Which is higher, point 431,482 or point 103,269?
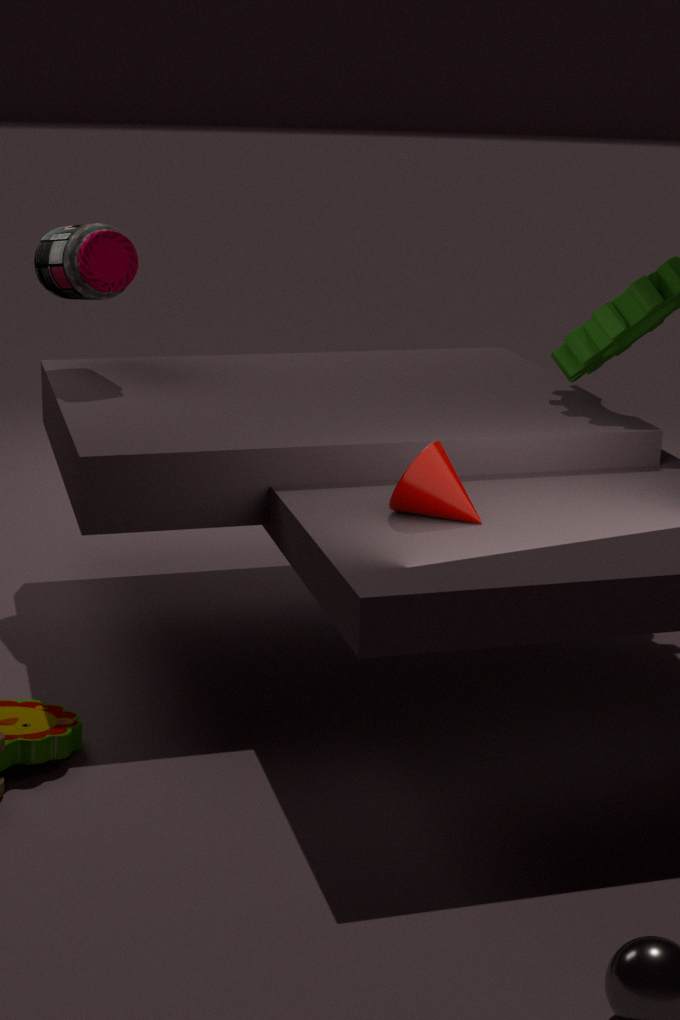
point 103,269
